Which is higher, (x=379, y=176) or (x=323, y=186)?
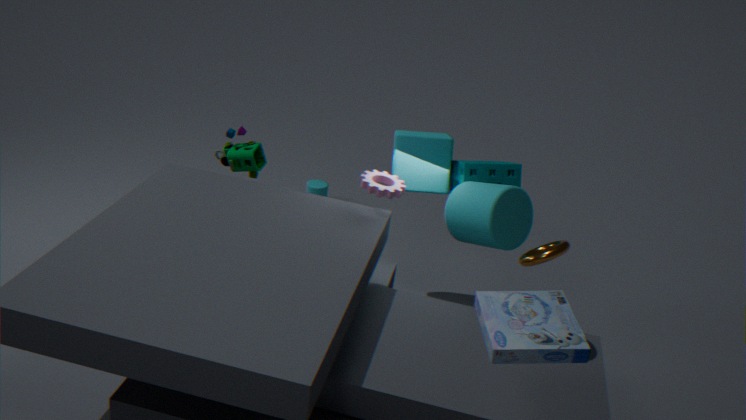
(x=379, y=176)
